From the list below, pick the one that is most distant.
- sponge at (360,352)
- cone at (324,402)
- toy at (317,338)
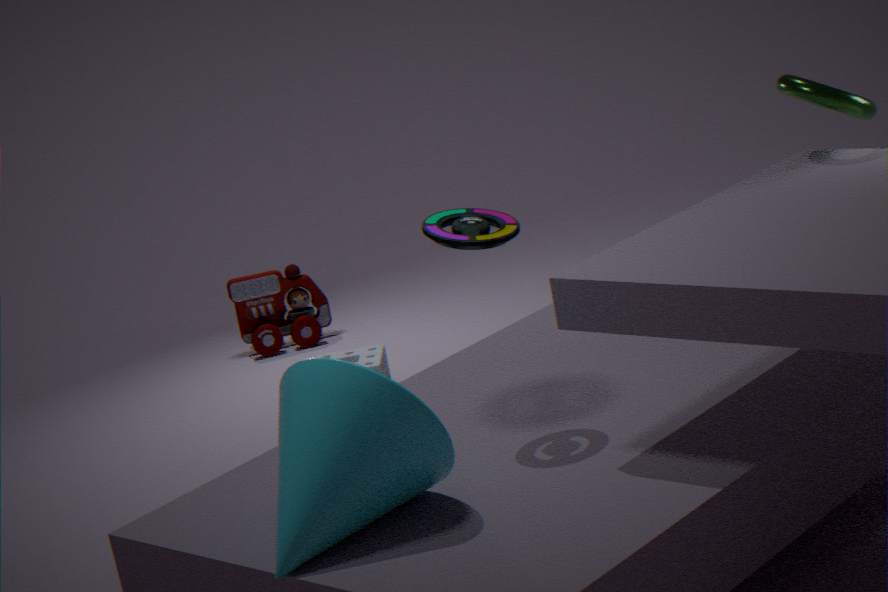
toy at (317,338)
